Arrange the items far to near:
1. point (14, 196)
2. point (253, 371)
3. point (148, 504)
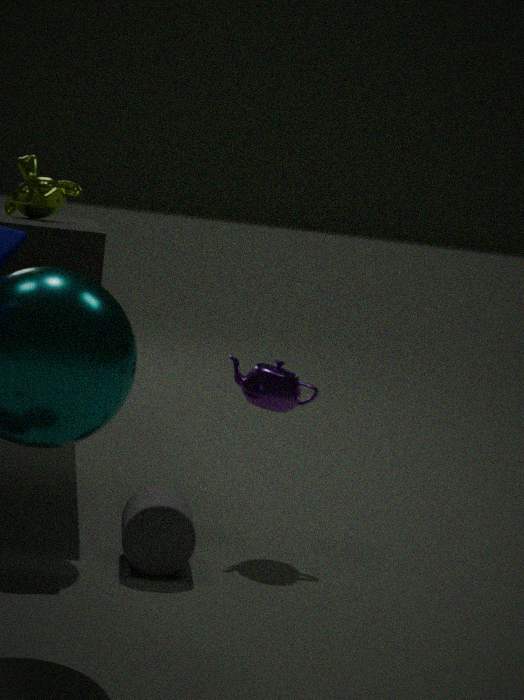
point (14, 196), point (253, 371), point (148, 504)
